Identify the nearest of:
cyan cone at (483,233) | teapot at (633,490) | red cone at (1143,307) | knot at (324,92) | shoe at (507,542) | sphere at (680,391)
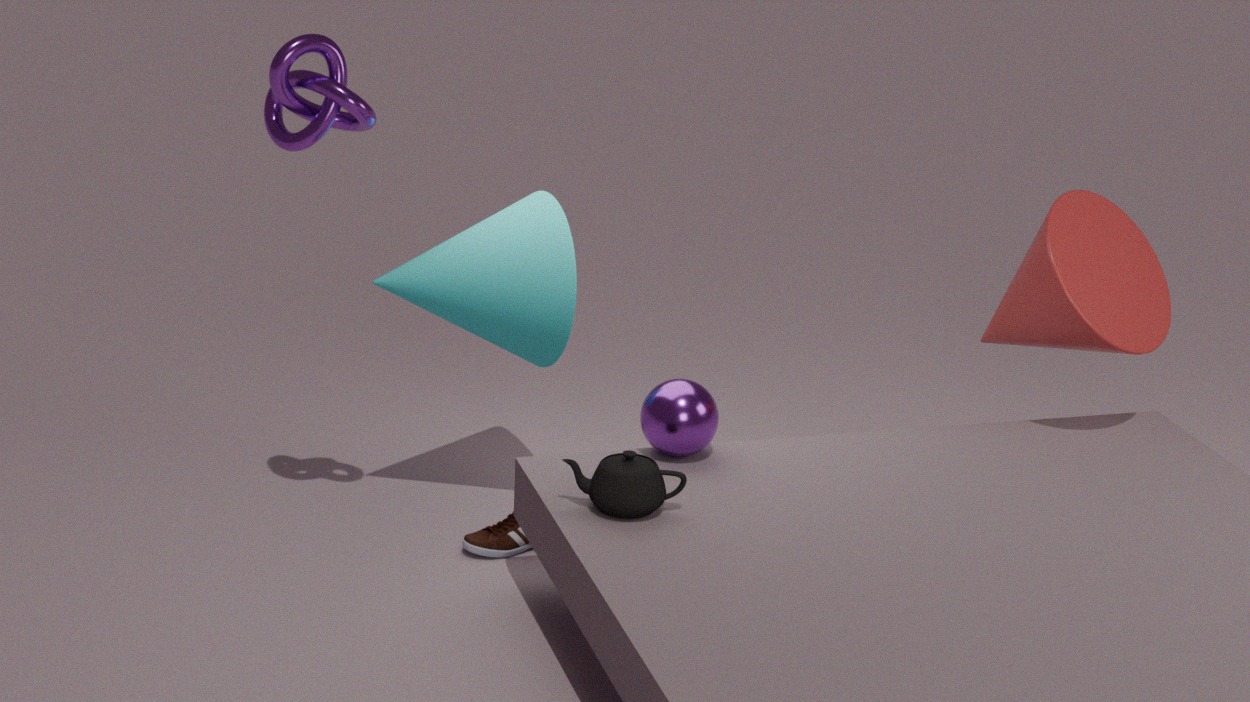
teapot at (633,490)
